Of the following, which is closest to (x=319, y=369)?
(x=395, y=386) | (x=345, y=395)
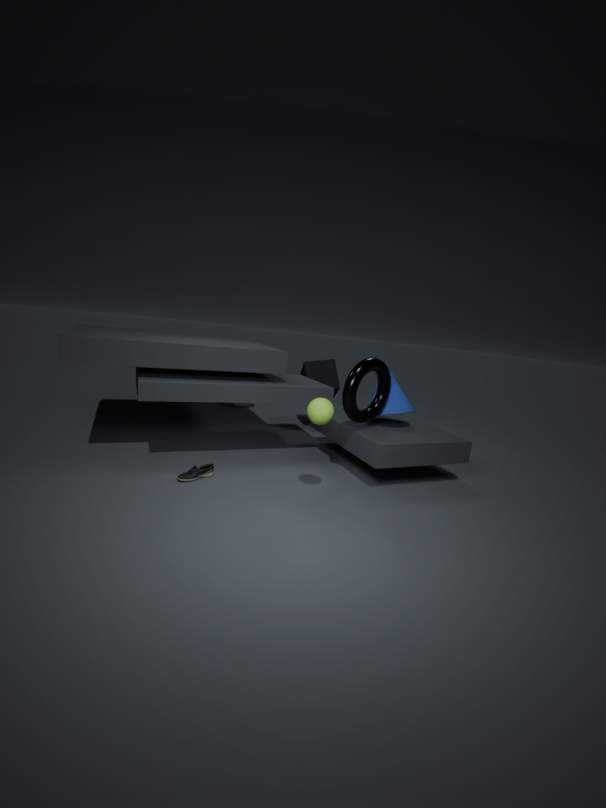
(x=395, y=386)
